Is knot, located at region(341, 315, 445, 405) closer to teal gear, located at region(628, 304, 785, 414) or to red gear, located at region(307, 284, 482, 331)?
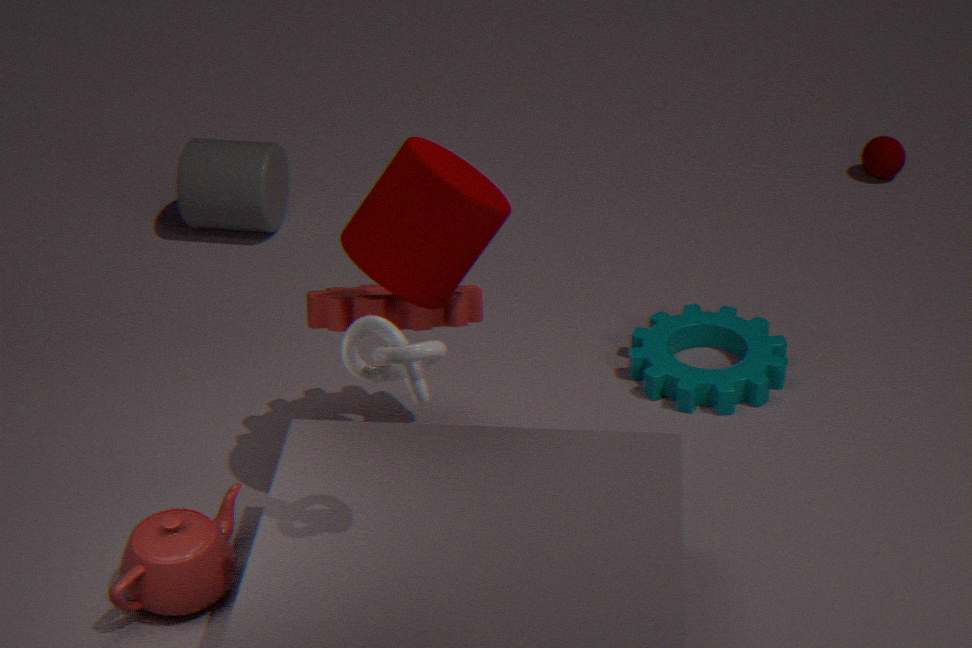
red gear, located at region(307, 284, 482, 331)
